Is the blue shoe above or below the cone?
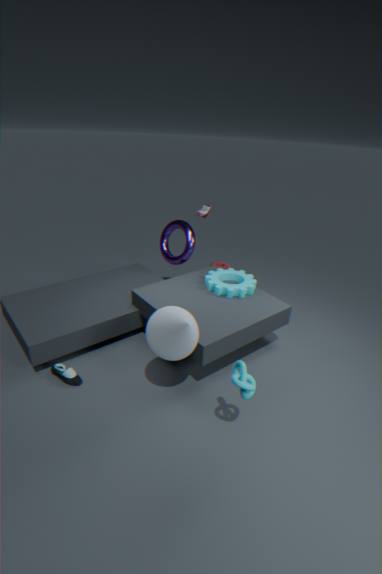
below
